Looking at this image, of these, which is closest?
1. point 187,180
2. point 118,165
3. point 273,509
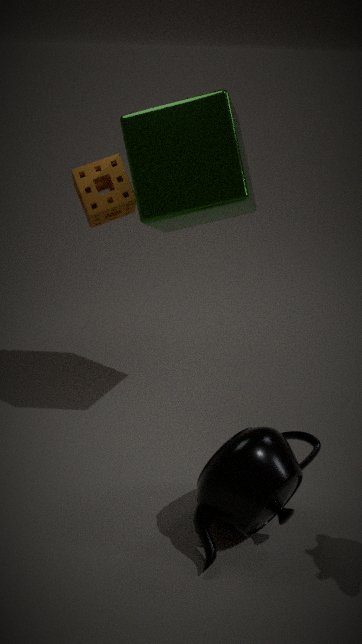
point 273,509
